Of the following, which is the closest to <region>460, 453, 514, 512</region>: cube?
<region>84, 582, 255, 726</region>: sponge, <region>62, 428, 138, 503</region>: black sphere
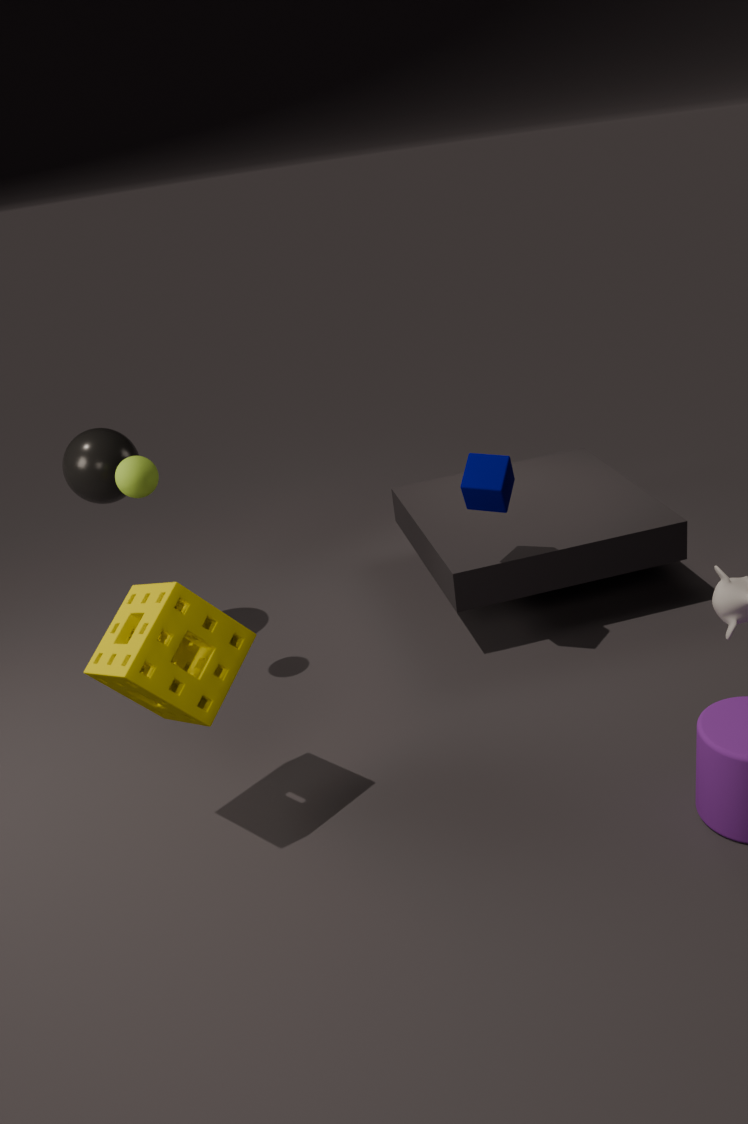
<region>84, 582, 255, 726</region>: sponge
